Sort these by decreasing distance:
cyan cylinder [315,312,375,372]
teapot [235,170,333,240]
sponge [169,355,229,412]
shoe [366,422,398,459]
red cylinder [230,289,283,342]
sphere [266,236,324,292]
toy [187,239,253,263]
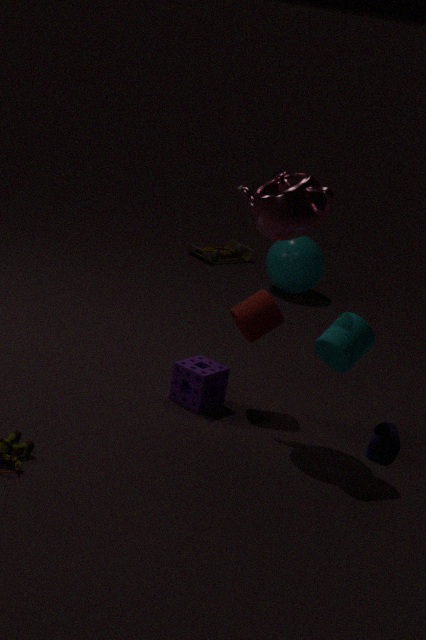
toy [187,239,253,263] → sphere [266,236,324,292] → red cylinder [230,289,283,342] → sponge [169,355,229,412] → shoe [366,422,398,459] → teapot [235,170,333,240] → cyan cylinder [315,312,375,372]
